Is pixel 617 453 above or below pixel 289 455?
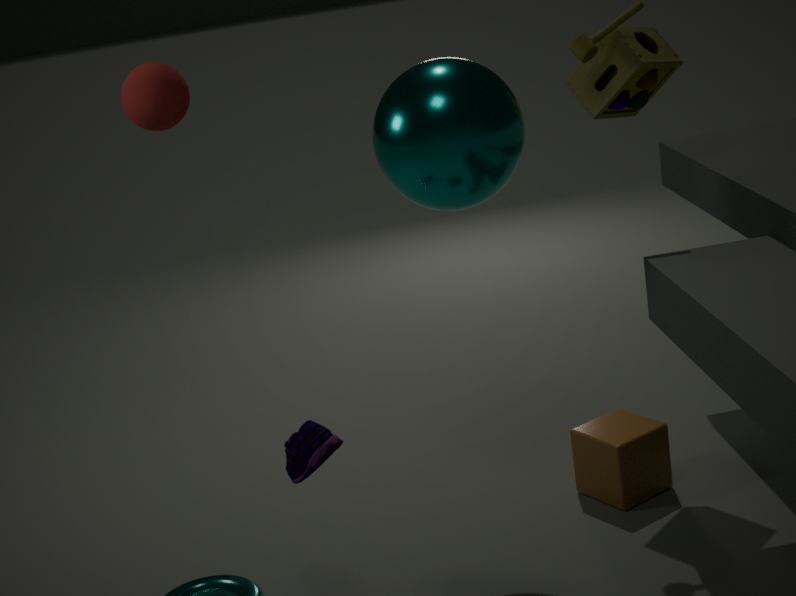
below
